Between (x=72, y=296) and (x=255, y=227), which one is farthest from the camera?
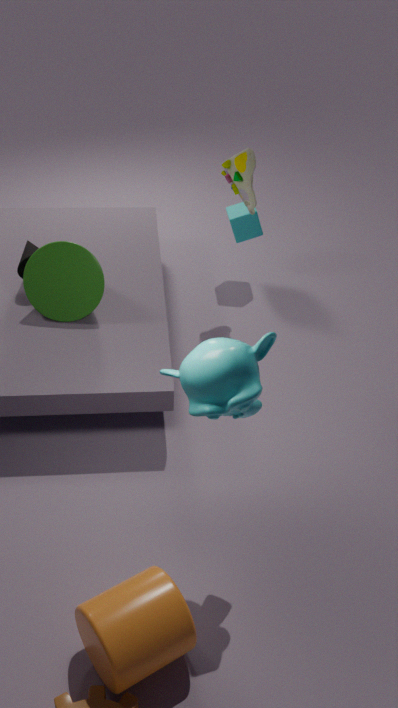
(x=255, y=227)
